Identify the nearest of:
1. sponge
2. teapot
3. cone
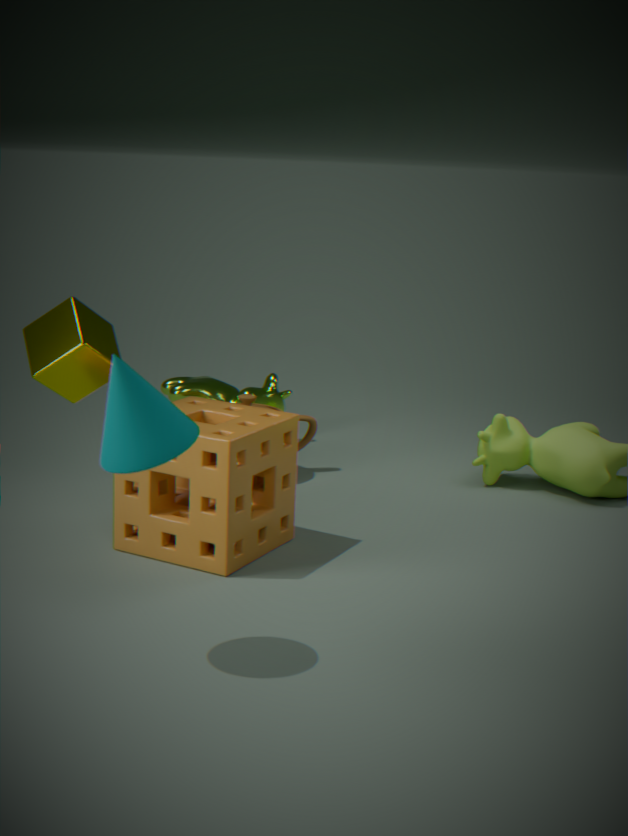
cone
